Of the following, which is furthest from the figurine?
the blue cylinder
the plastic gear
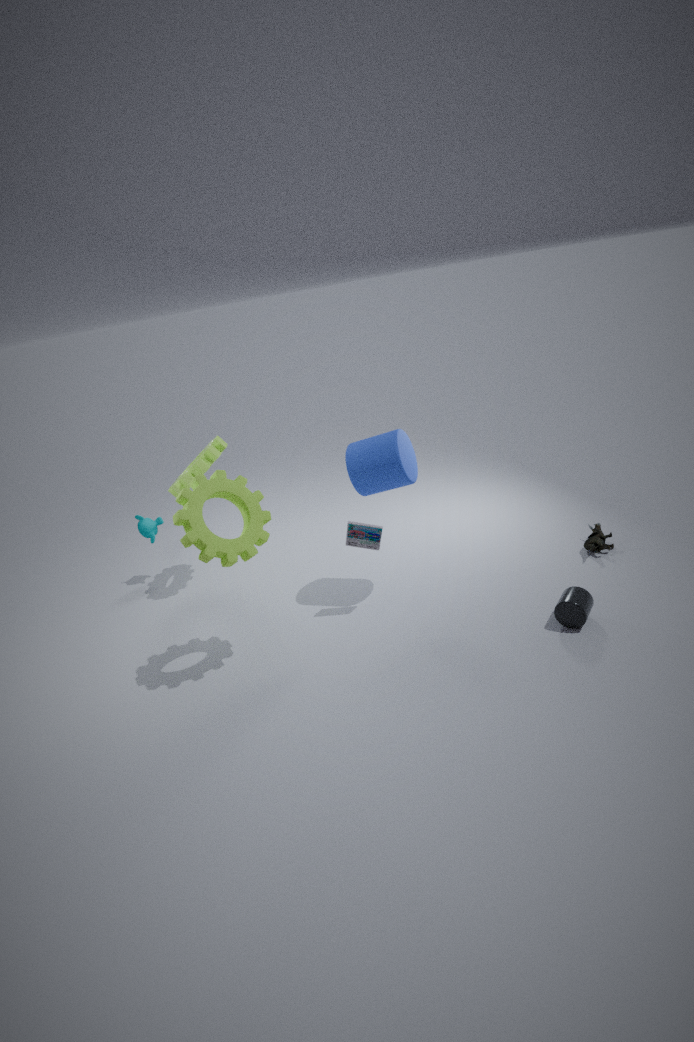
the plastic gear
